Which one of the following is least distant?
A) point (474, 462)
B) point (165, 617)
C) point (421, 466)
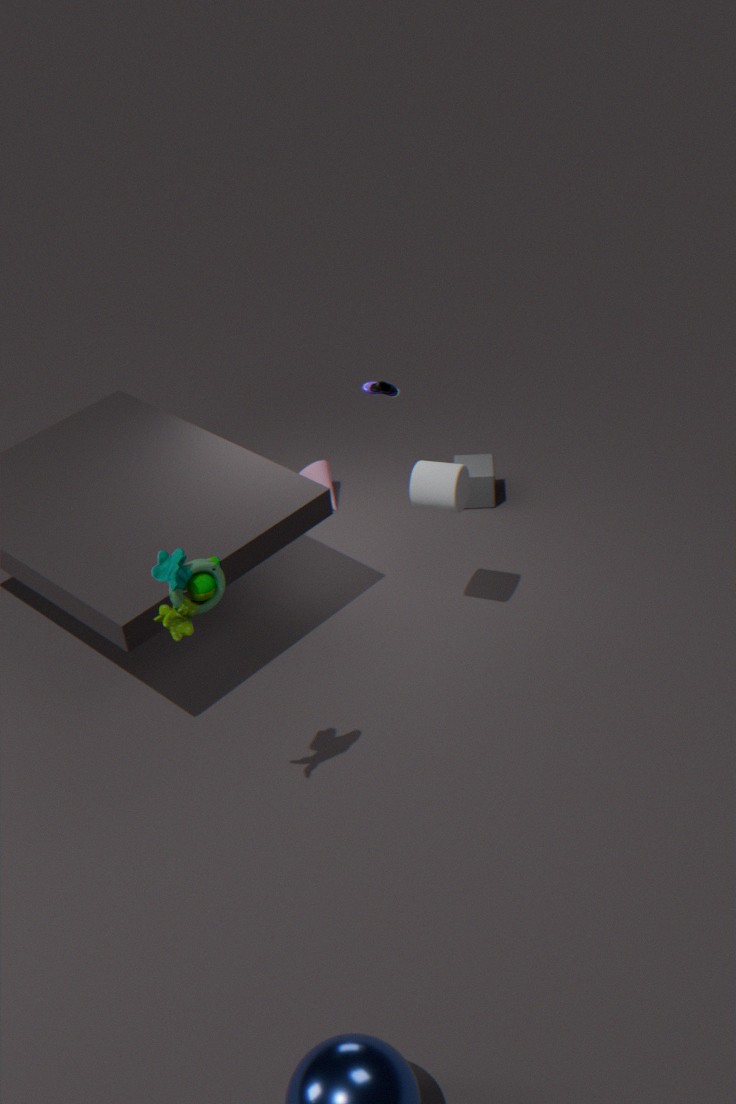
B. point (165, 617)
